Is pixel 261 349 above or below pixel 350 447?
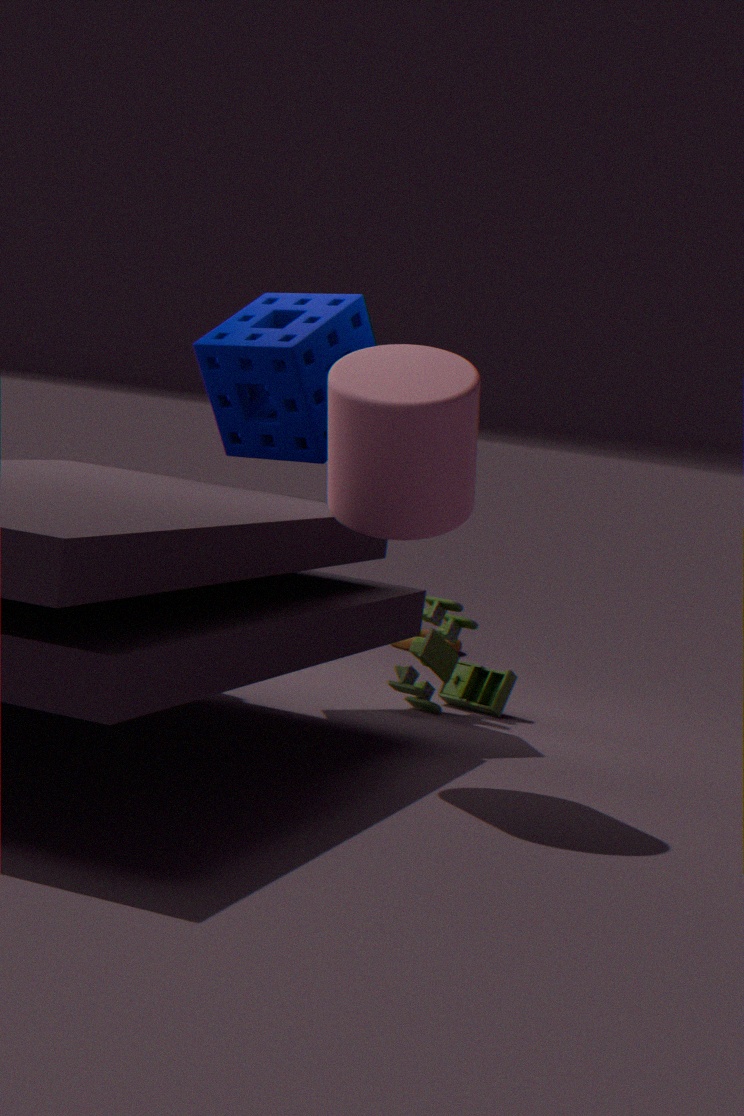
above
